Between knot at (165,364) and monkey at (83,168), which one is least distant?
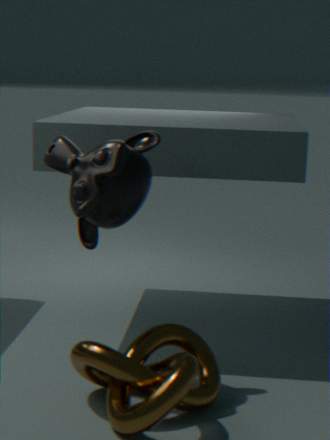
knot at (165,364)
